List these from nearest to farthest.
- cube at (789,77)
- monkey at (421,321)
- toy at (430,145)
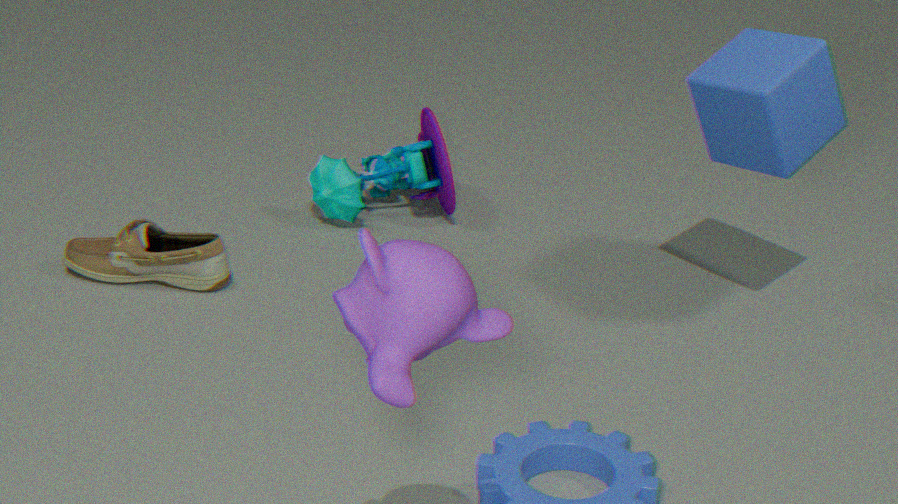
1. monkey at (421,321)
2. cube at (789,77)
3. toy at (430,145)
